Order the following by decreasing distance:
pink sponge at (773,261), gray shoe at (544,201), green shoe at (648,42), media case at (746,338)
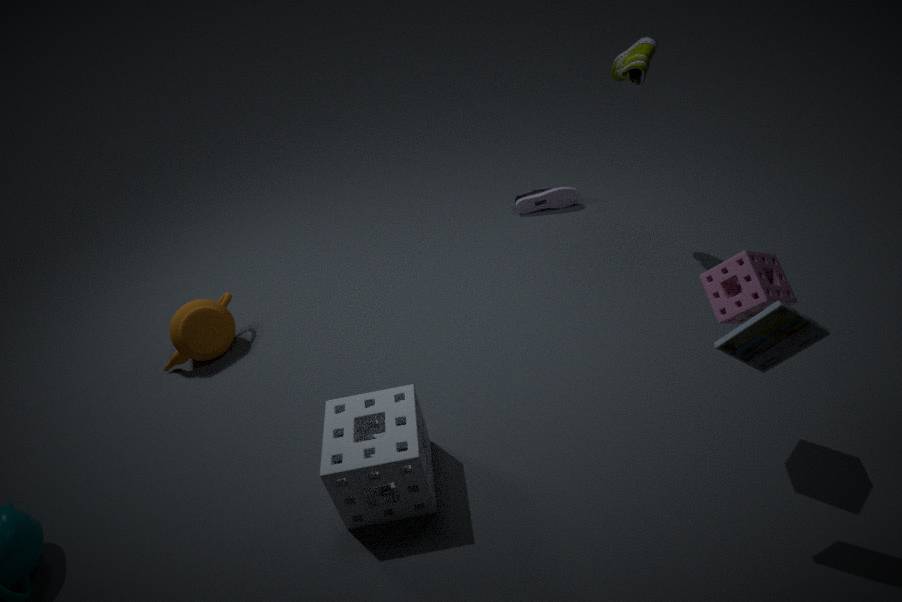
1. gray shoe at (544,201)
2. green shoe at (648,42)
3. pink sponge at (773,261)
4. media case at (746,338)
